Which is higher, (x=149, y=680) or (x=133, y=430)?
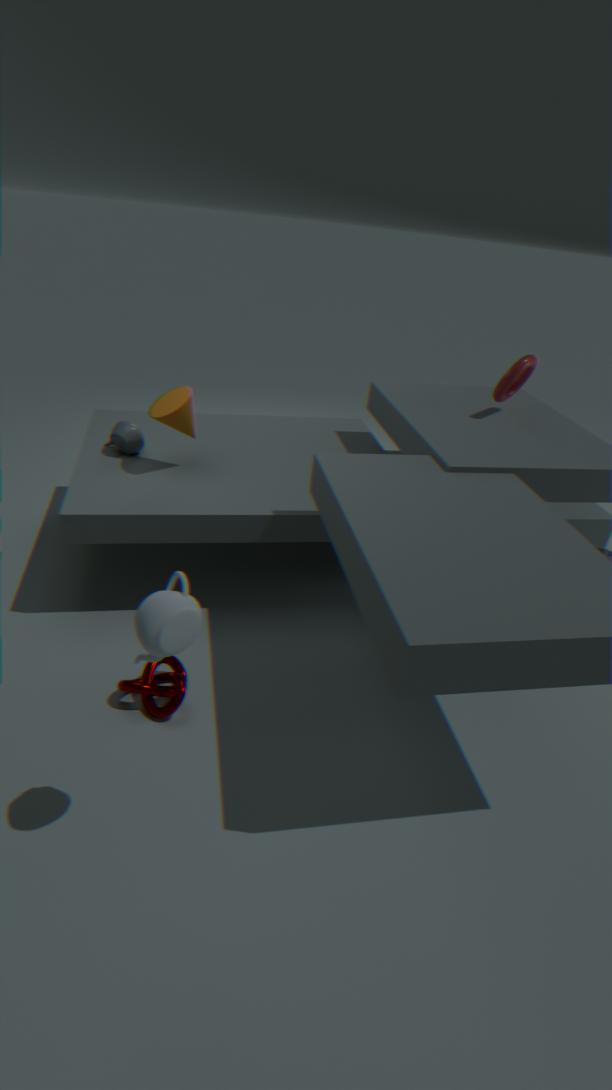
(x=133, y=430)
